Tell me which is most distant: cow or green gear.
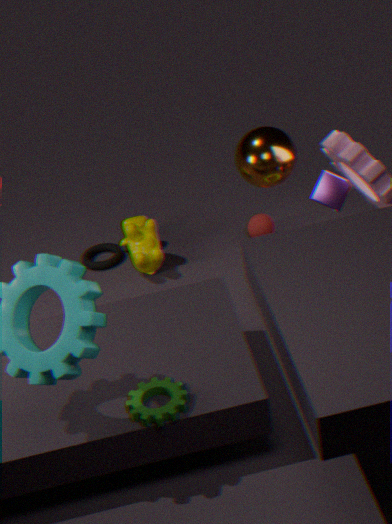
cow
